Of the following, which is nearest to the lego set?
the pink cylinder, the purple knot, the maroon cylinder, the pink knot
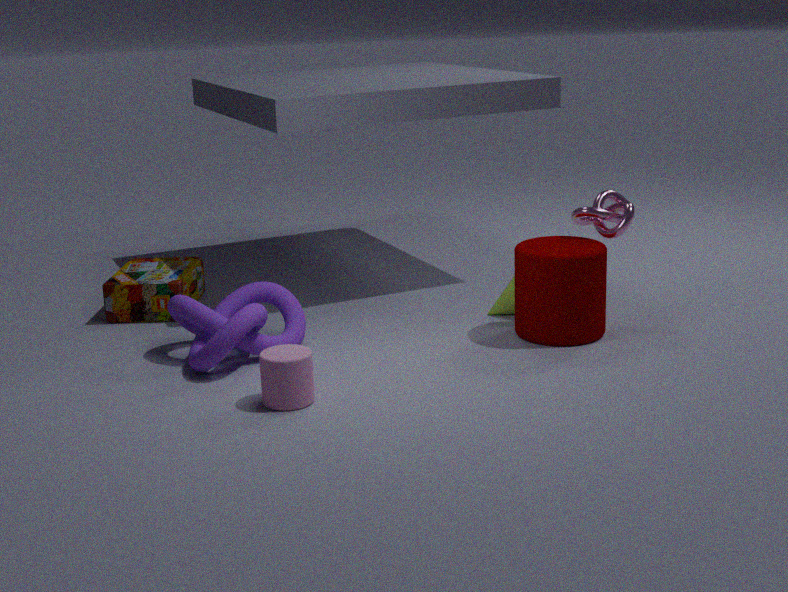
the purple knot
